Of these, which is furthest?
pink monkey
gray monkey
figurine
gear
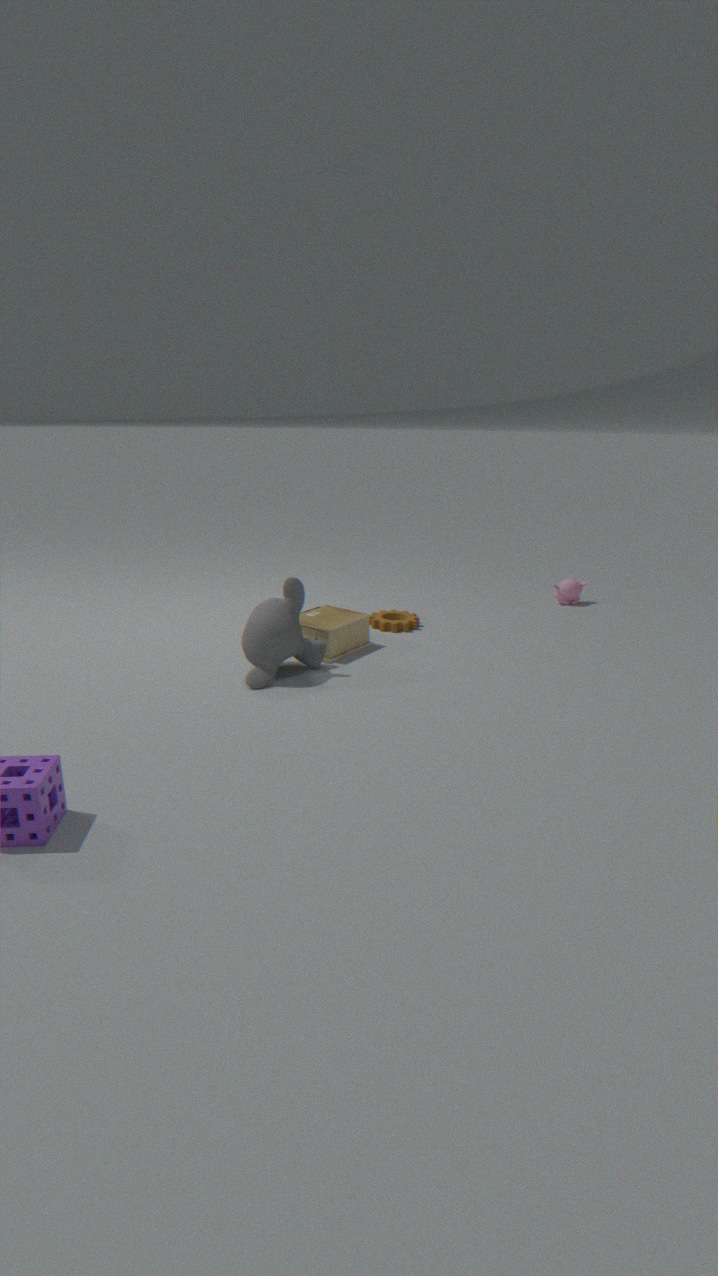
pink monkey
